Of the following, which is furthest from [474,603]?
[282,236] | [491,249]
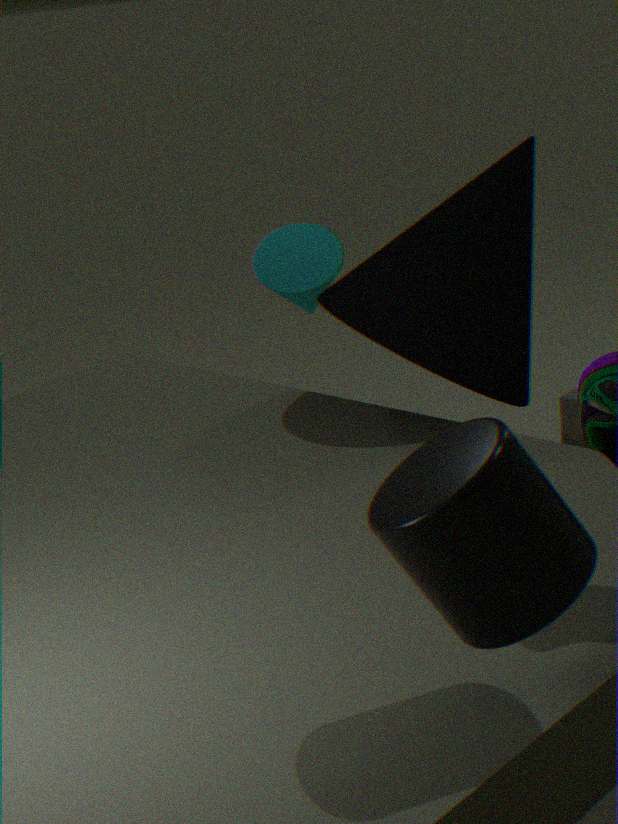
[282,236]
